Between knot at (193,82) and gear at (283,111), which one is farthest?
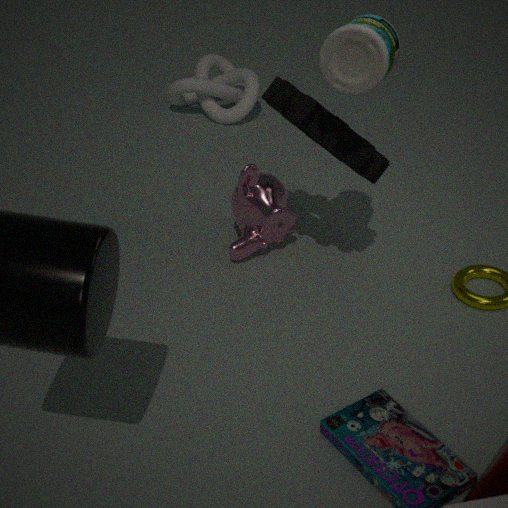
knot at (193,82)
